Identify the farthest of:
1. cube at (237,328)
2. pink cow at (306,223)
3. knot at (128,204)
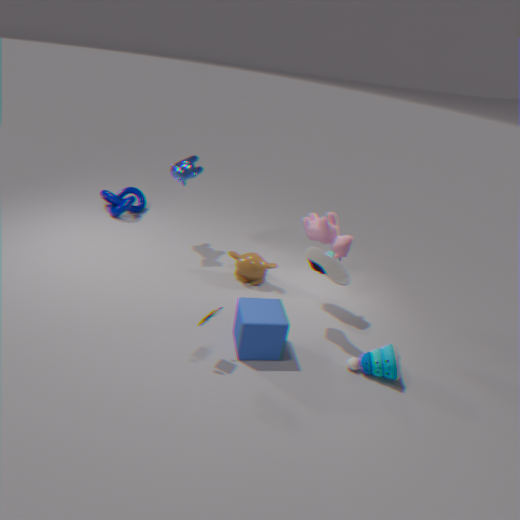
knot at (128,204)
